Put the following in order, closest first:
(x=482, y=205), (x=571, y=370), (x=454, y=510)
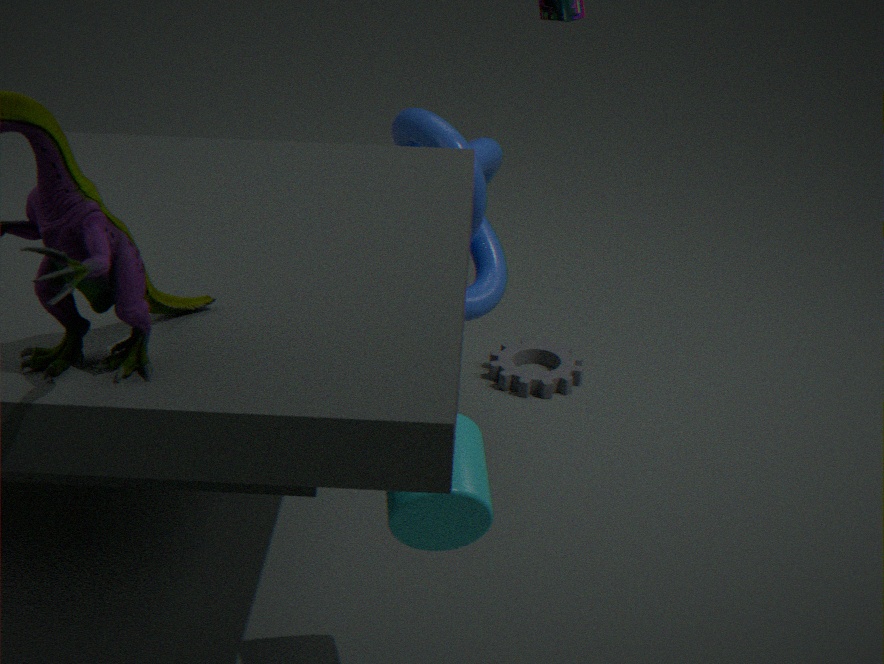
(x=454, y=510) → (x=482, y=205) → (x=571, y=370)
